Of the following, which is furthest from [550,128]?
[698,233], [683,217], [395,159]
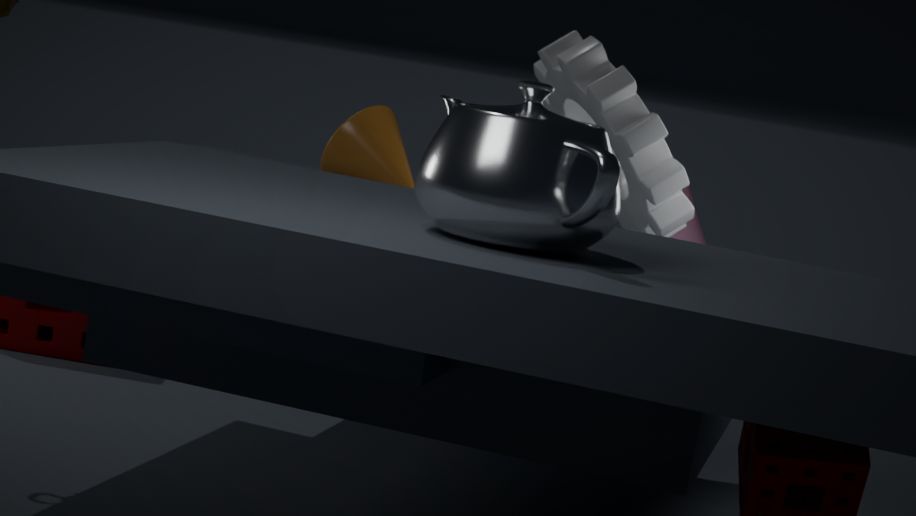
[698,233]
